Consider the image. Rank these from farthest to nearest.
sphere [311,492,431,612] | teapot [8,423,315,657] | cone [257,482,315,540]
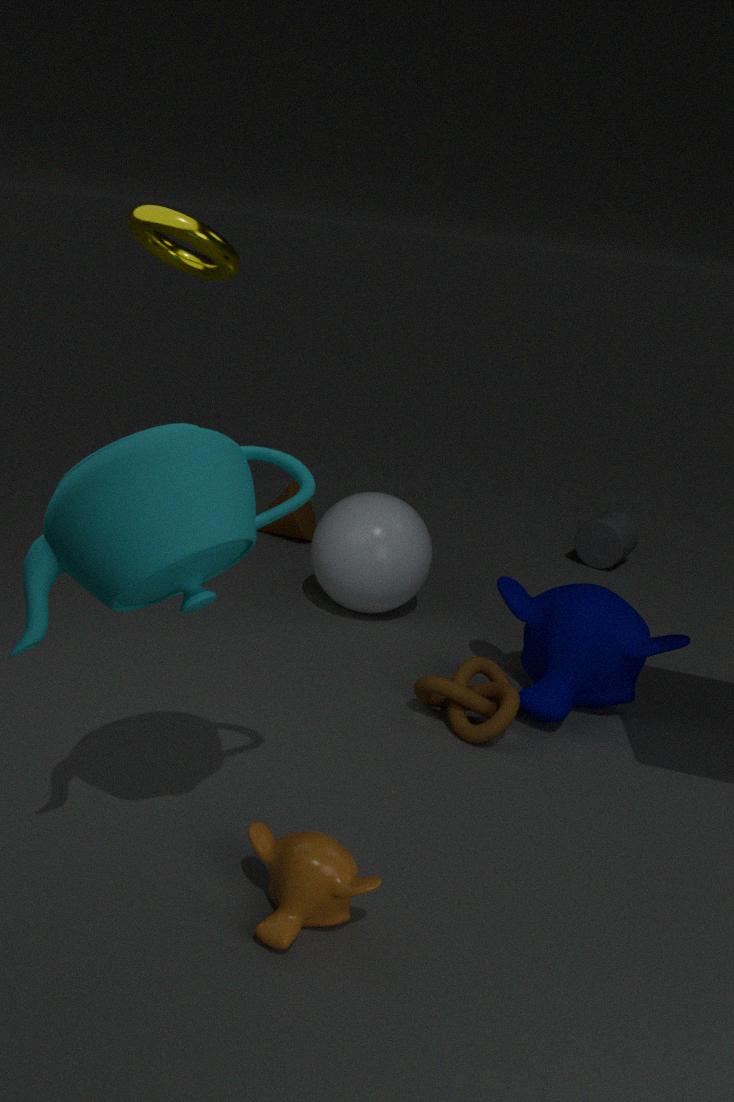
cone [257,482,315,540] → sphere [311,492,431,612] → teapot [8,423,315,657]
